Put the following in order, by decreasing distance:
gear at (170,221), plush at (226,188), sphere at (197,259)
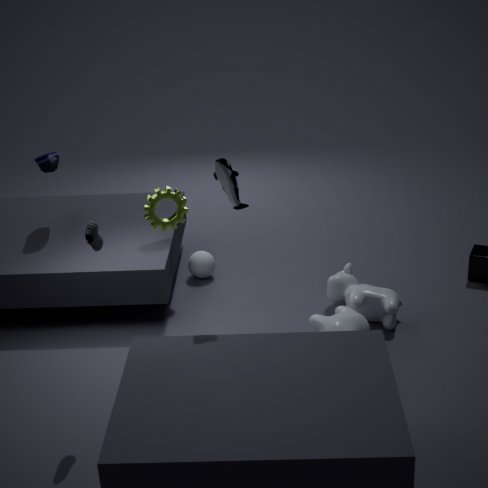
sphere at (197,259)
gear at (170,221)
plush at (226,188)
